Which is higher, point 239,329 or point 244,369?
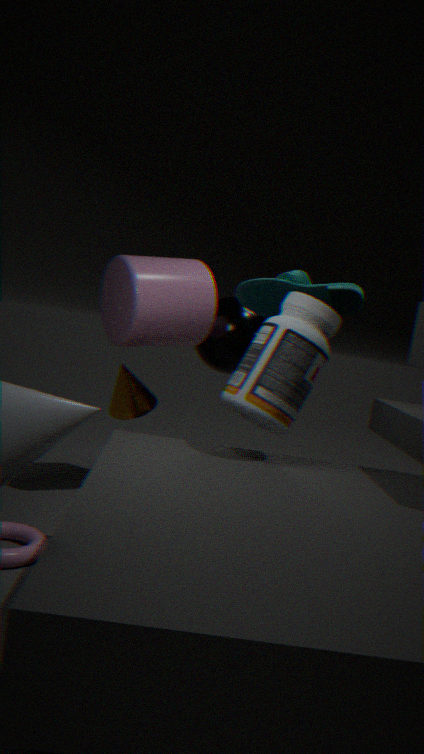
point 239,329
